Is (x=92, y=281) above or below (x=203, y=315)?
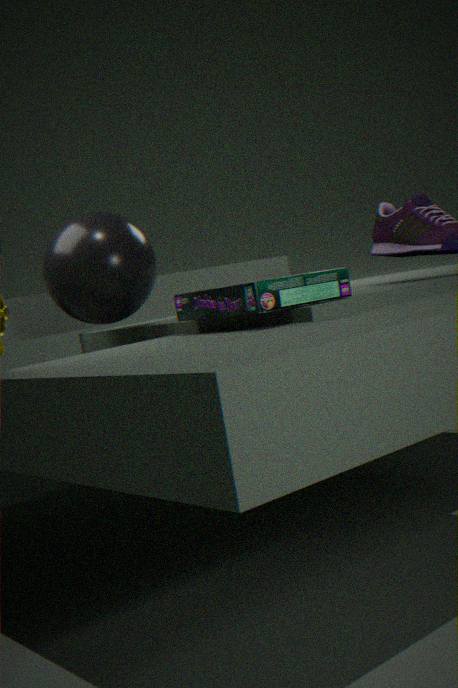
above
